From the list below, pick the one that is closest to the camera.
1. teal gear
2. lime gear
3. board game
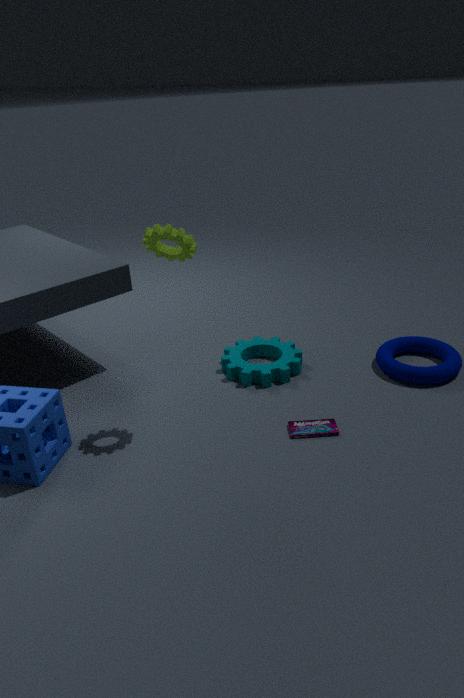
lime gear
